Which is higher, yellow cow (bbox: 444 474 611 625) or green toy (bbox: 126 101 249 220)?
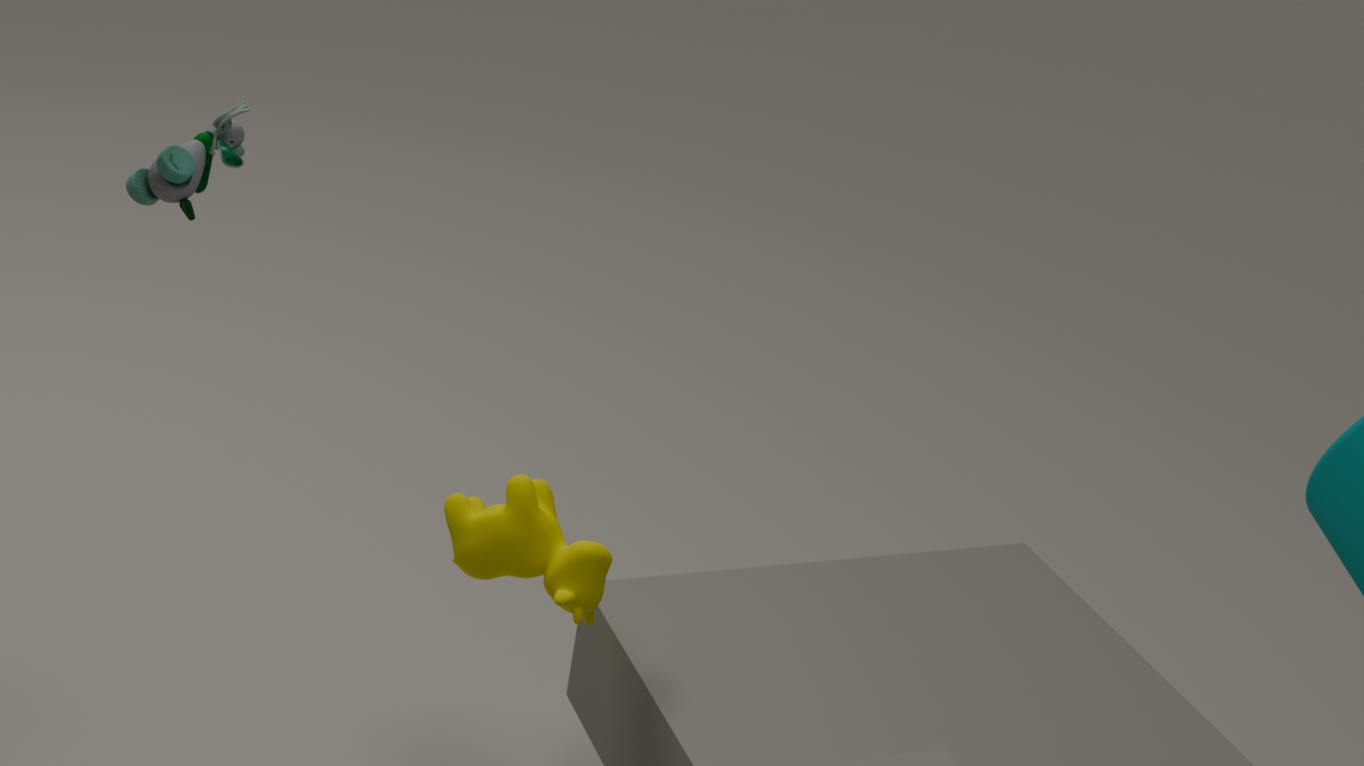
green toy (bbox: 126 101 249 220)
